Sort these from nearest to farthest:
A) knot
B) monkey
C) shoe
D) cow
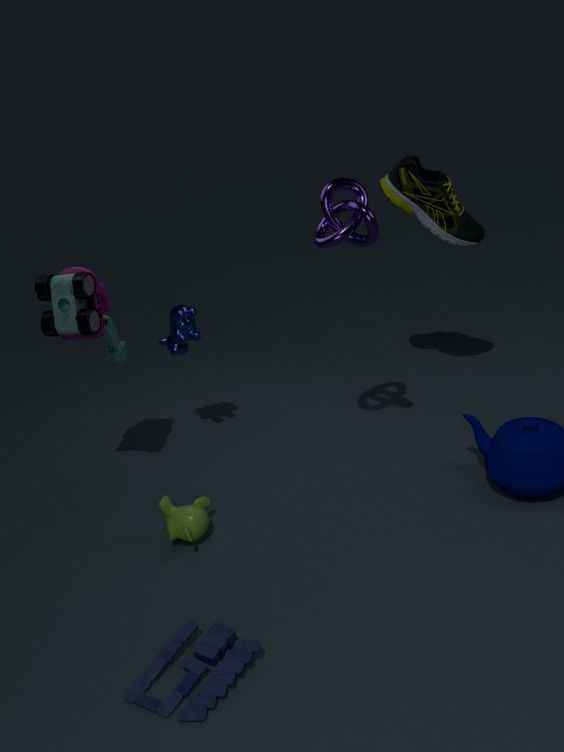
1. knot
2. monkey
3. cow
4. shoe
